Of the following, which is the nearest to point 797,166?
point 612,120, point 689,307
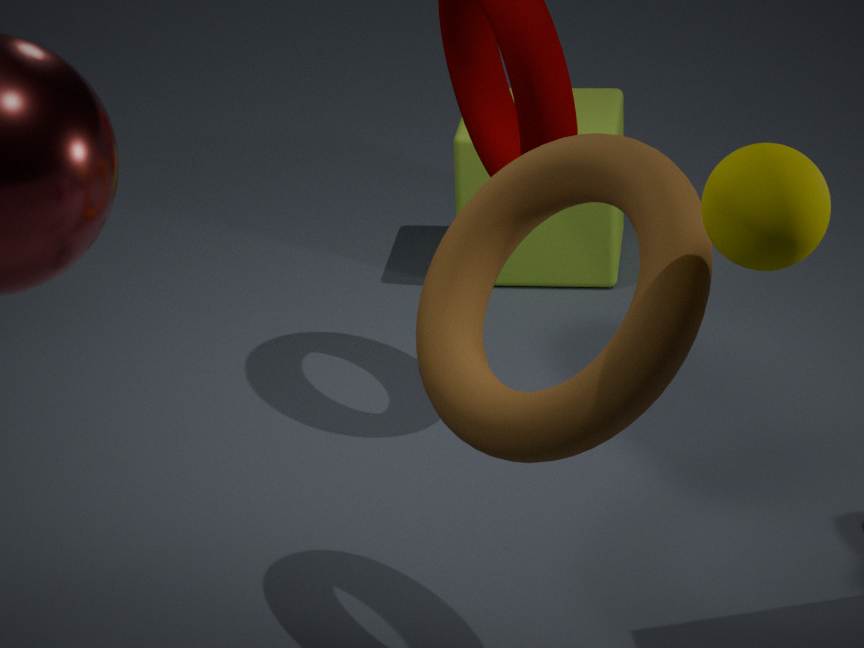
point 689,307
